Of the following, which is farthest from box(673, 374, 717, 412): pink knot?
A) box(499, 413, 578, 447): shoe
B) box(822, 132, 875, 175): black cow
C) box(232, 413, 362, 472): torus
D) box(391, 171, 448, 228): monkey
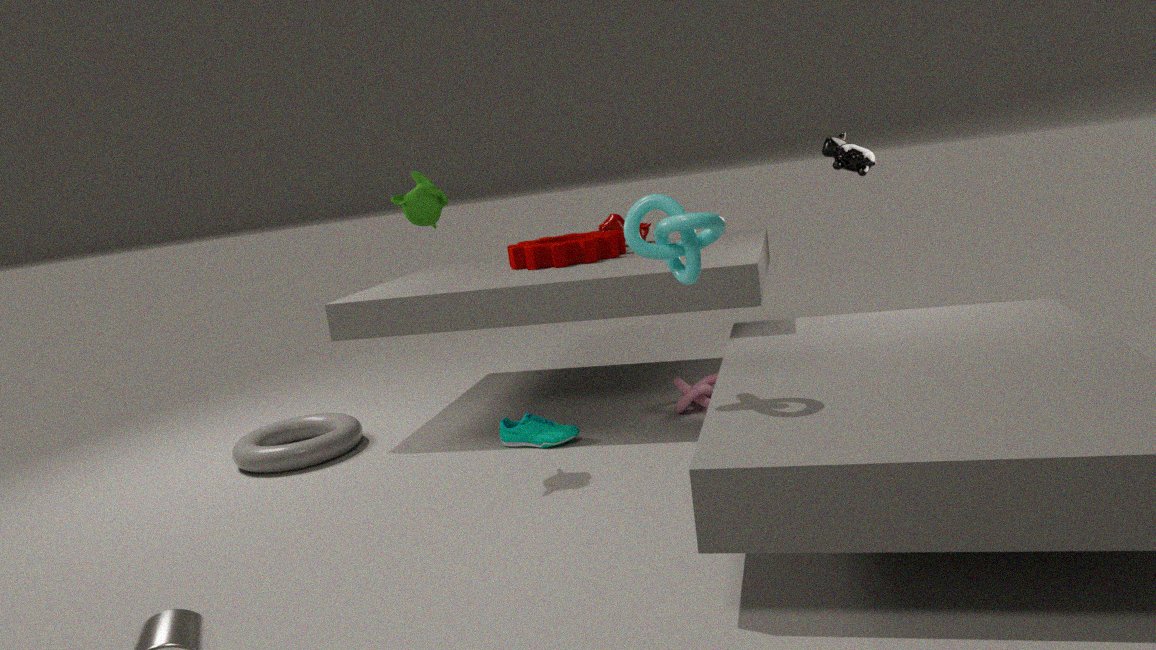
box(232, 413, 362, 472): torus
